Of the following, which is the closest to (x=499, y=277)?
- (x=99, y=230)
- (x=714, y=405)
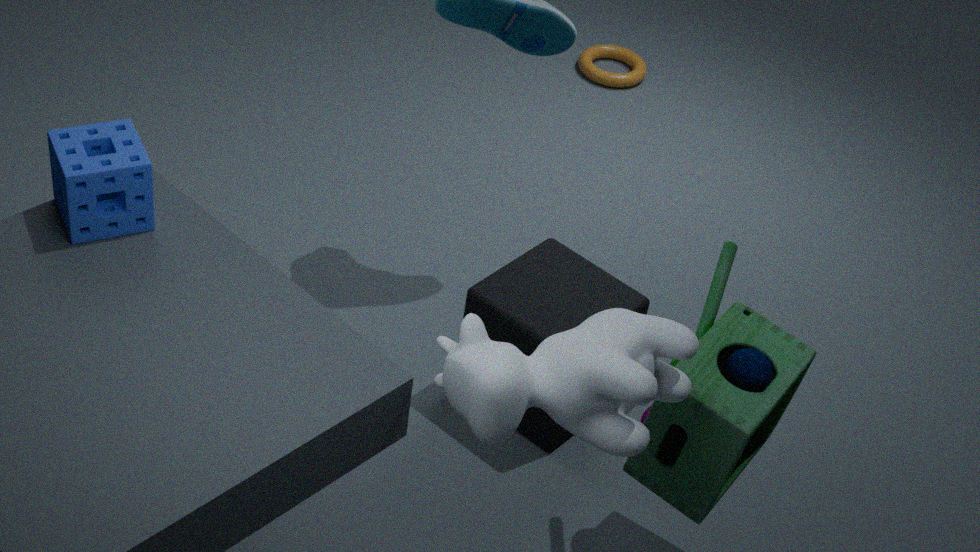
(x=714, y=405)
